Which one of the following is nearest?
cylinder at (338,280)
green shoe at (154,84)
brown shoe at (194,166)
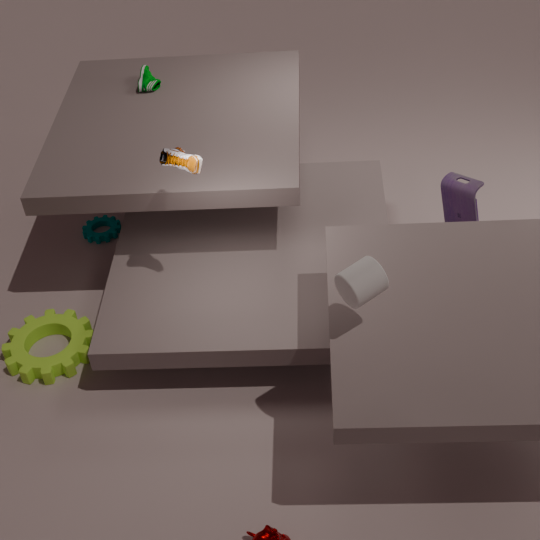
cylinder at (338,280)
